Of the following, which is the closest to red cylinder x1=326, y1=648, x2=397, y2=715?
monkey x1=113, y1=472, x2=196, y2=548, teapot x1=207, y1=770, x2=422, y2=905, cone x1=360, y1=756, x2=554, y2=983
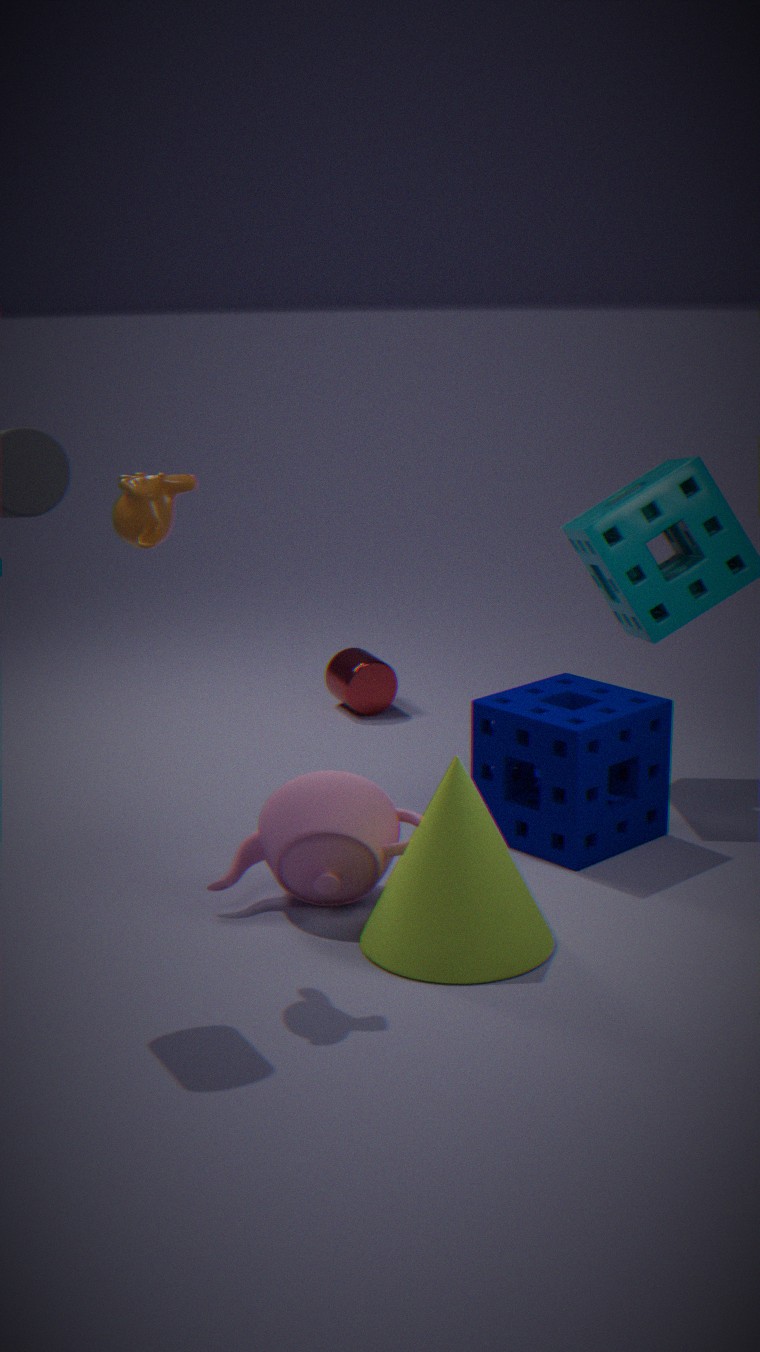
teapot x1=207, y1=770, x2=422, y2=905
